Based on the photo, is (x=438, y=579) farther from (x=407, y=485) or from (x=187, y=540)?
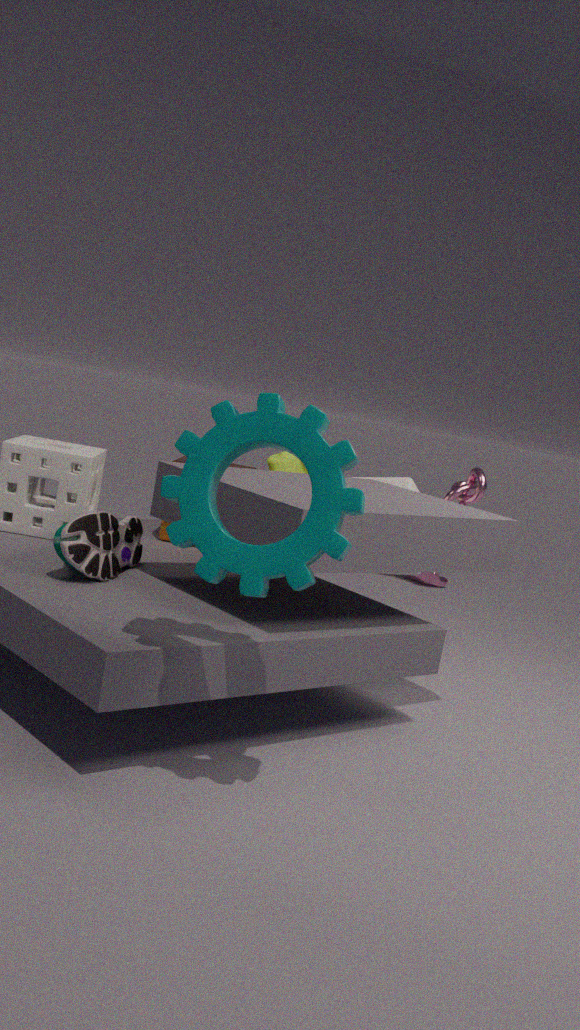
(x=187, y=540)
